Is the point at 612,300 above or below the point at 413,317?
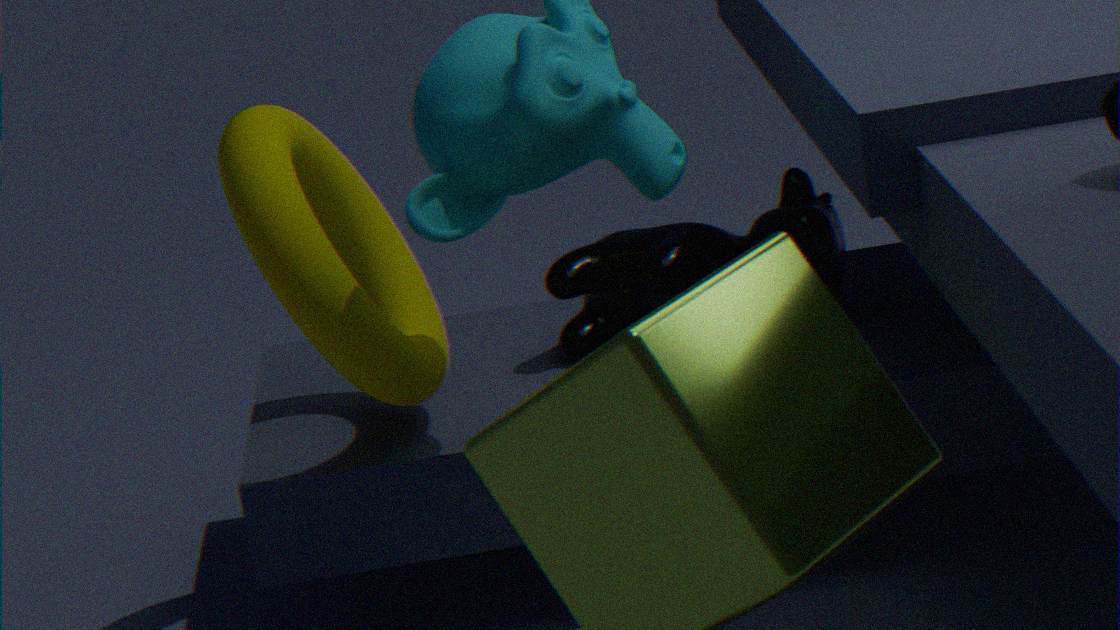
below
